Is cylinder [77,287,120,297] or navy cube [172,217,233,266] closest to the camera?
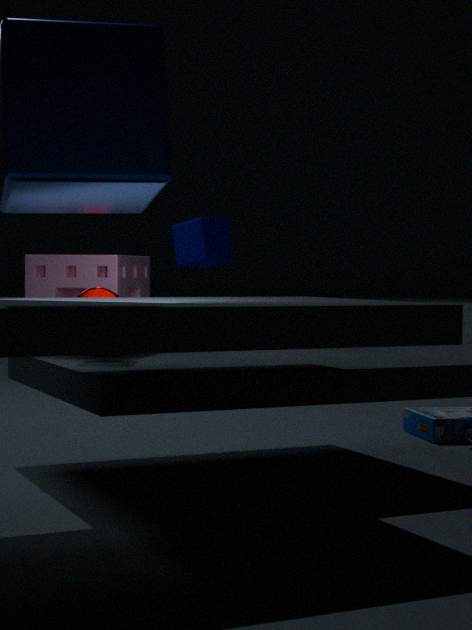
cylinder [77,287,120,297]
